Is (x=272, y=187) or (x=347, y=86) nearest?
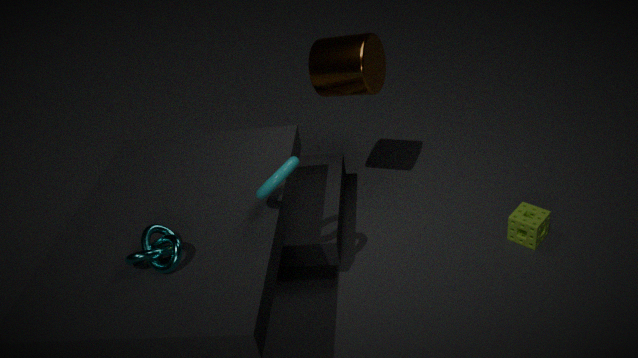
(x=272, y=187)
